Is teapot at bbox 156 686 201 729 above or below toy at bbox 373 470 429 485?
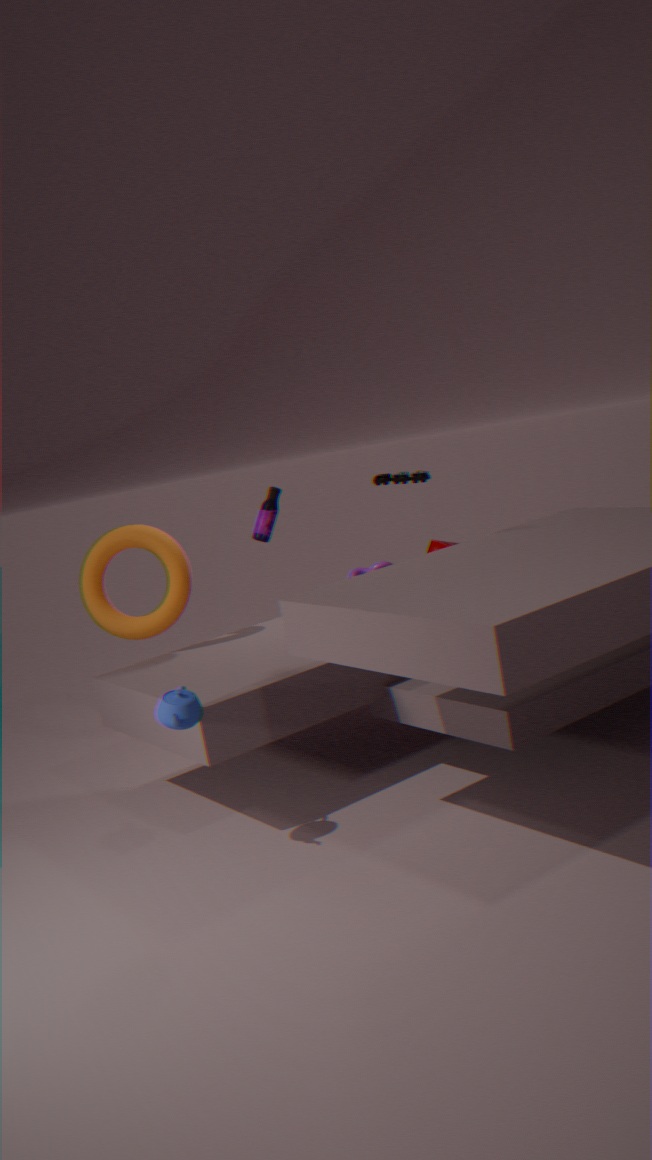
below
